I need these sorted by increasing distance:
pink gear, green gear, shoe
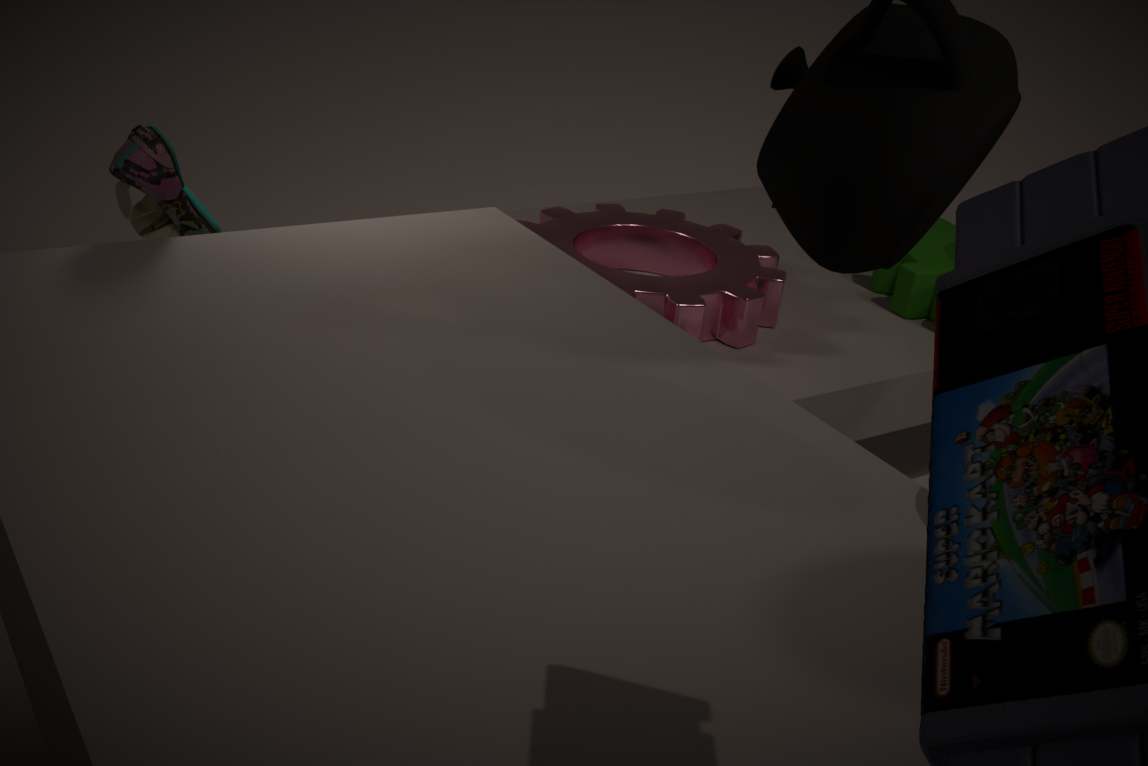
shoe
pink gear
green gear
